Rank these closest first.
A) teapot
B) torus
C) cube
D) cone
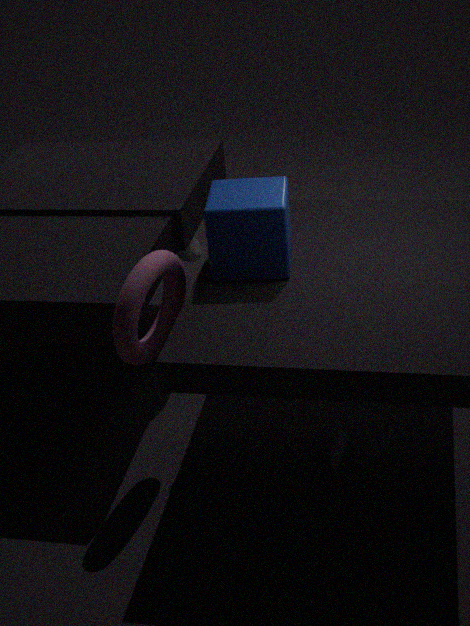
torus → cube → cone → teapot
